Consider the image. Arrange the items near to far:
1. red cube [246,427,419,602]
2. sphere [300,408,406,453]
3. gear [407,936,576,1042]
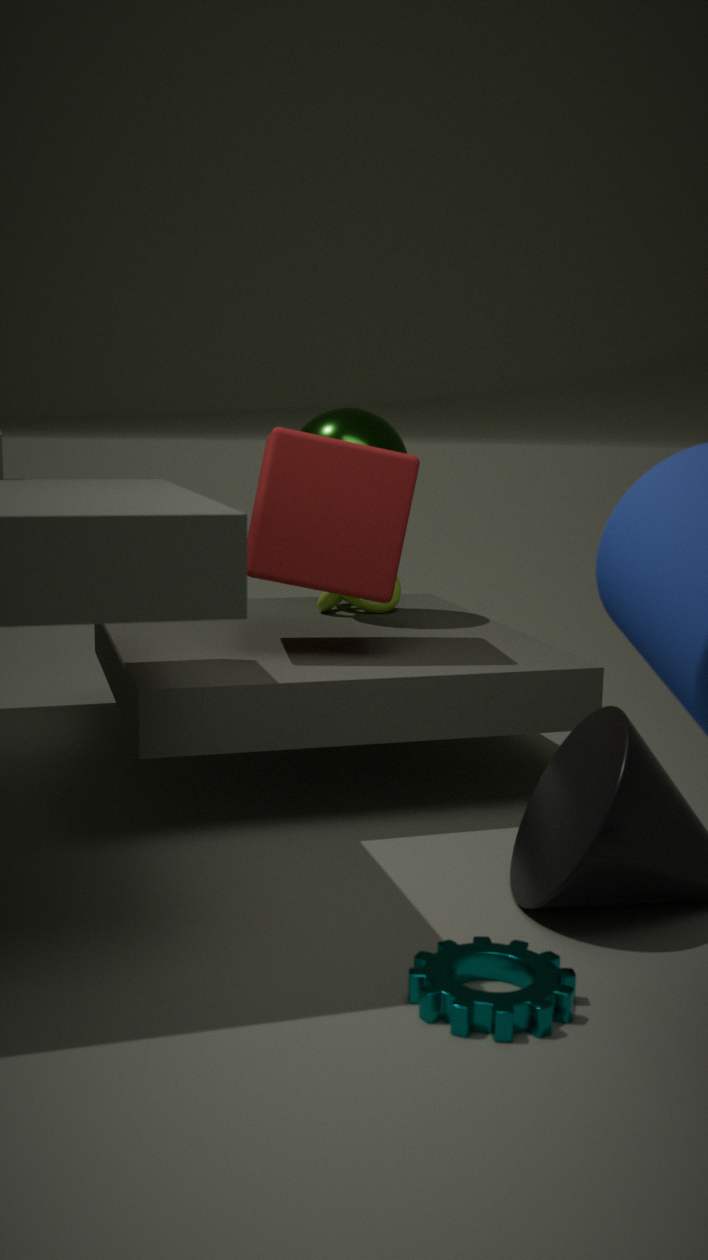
1. gear [407,936,576,1042]
2. red cube [246,427,419,602]
3. sphere [300,408,406,453]
